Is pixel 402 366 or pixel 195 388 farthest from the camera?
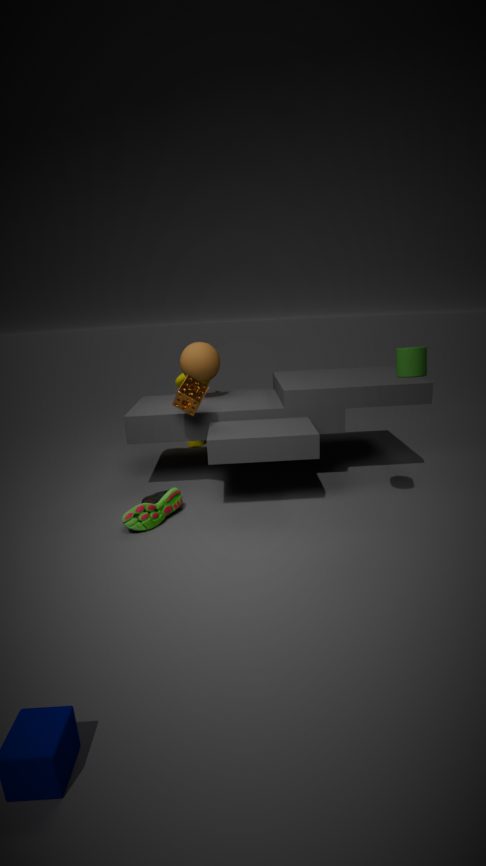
pixel 195 388
